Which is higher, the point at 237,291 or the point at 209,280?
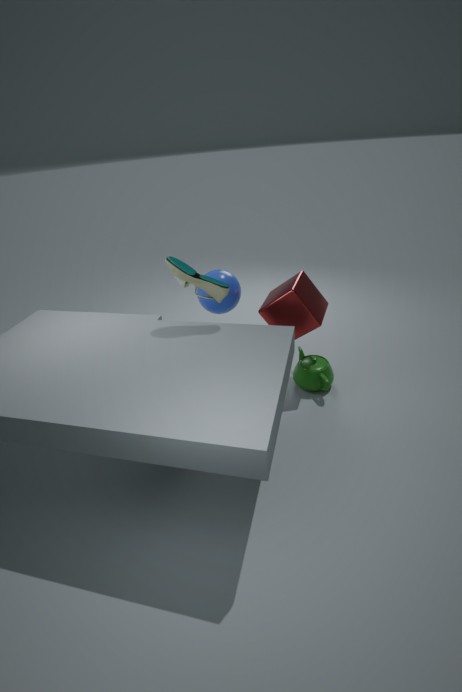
the point at 209,280
